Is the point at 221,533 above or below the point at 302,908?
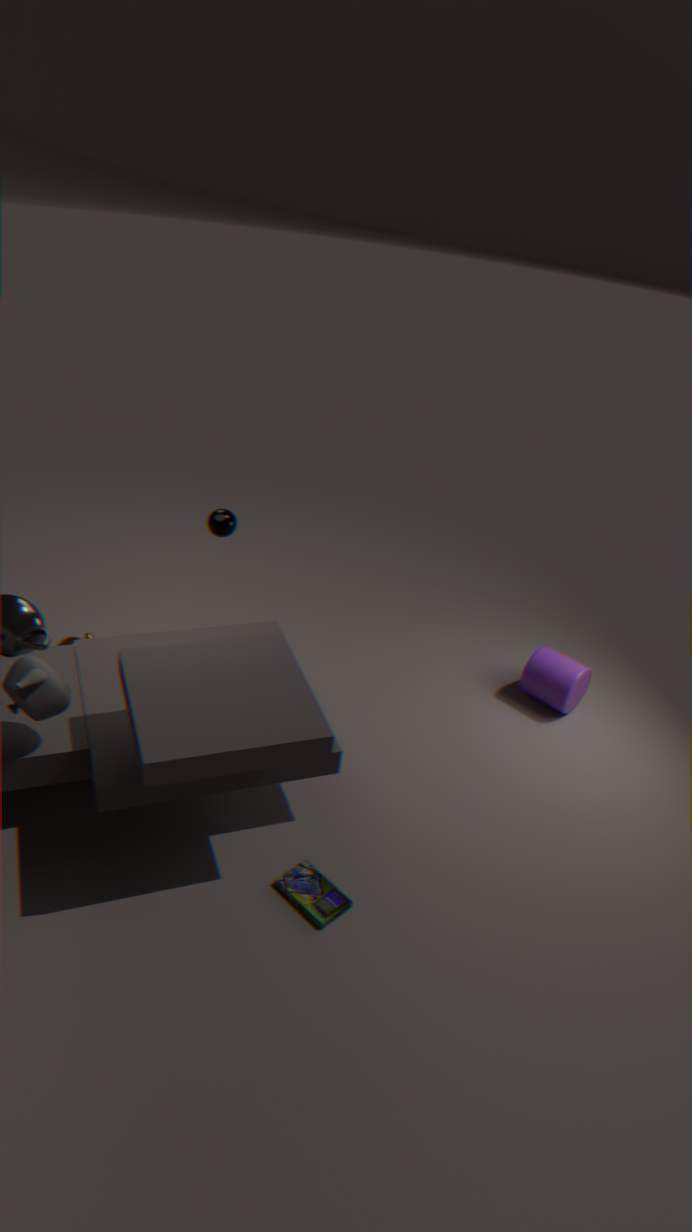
Result: above
